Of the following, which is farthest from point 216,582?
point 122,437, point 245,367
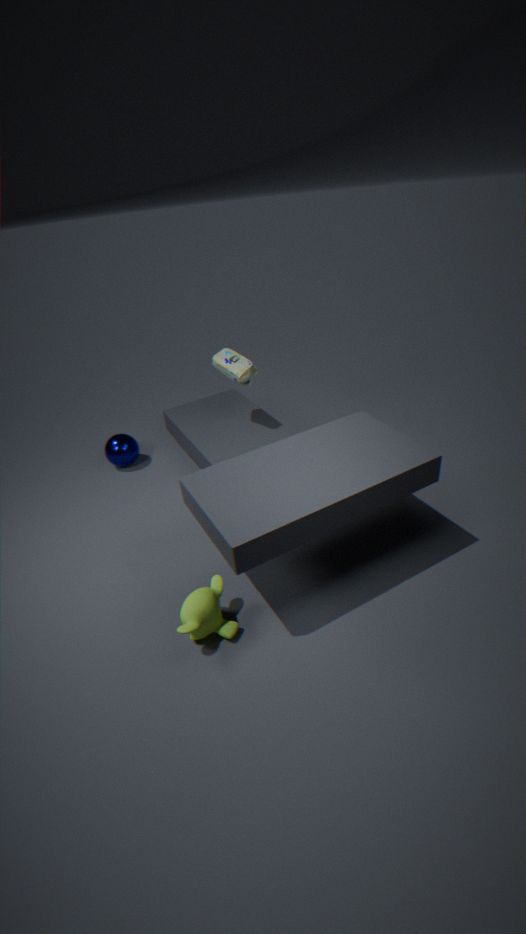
point 122,437
